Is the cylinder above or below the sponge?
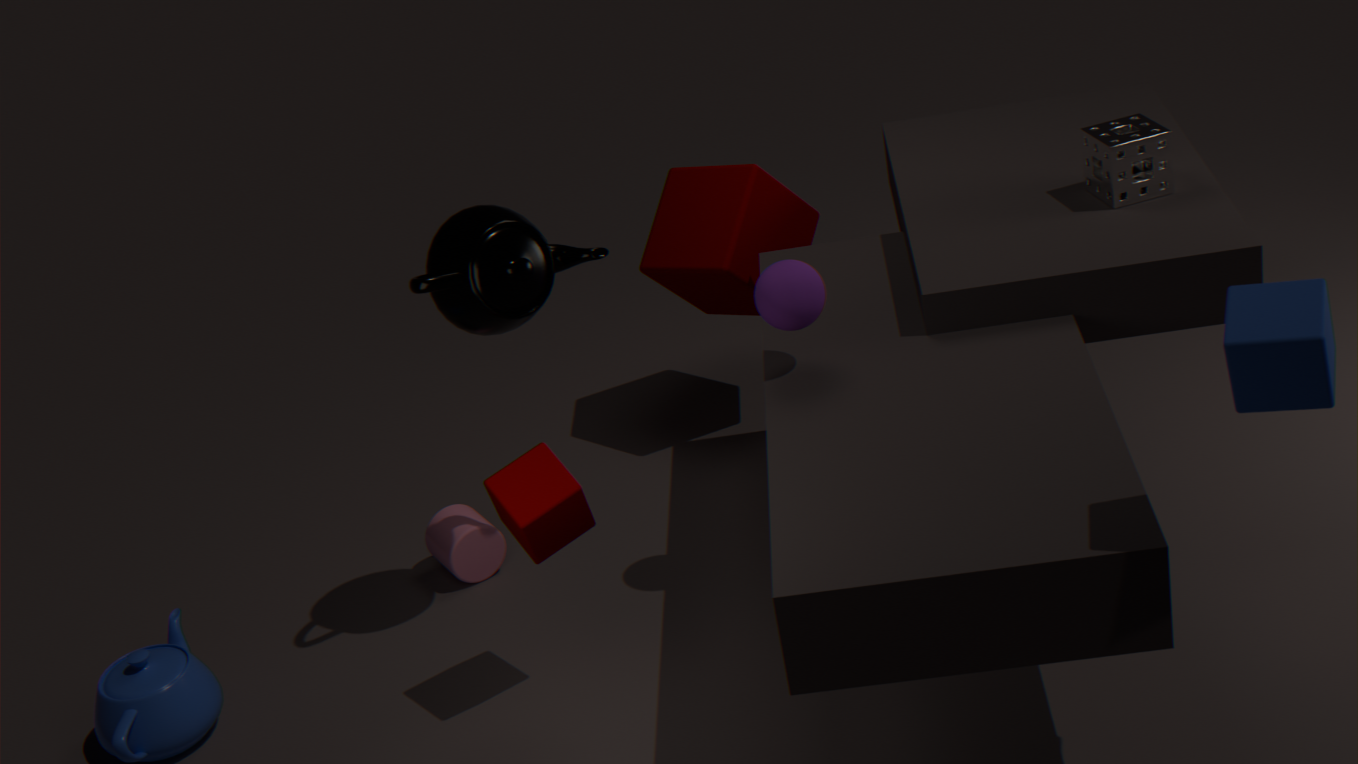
below
